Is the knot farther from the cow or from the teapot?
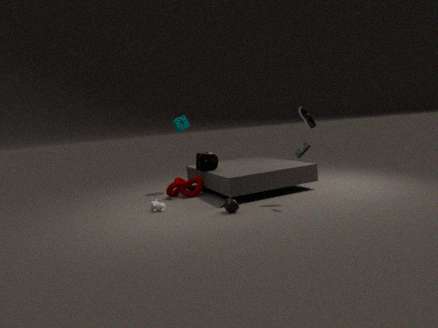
the teapot
